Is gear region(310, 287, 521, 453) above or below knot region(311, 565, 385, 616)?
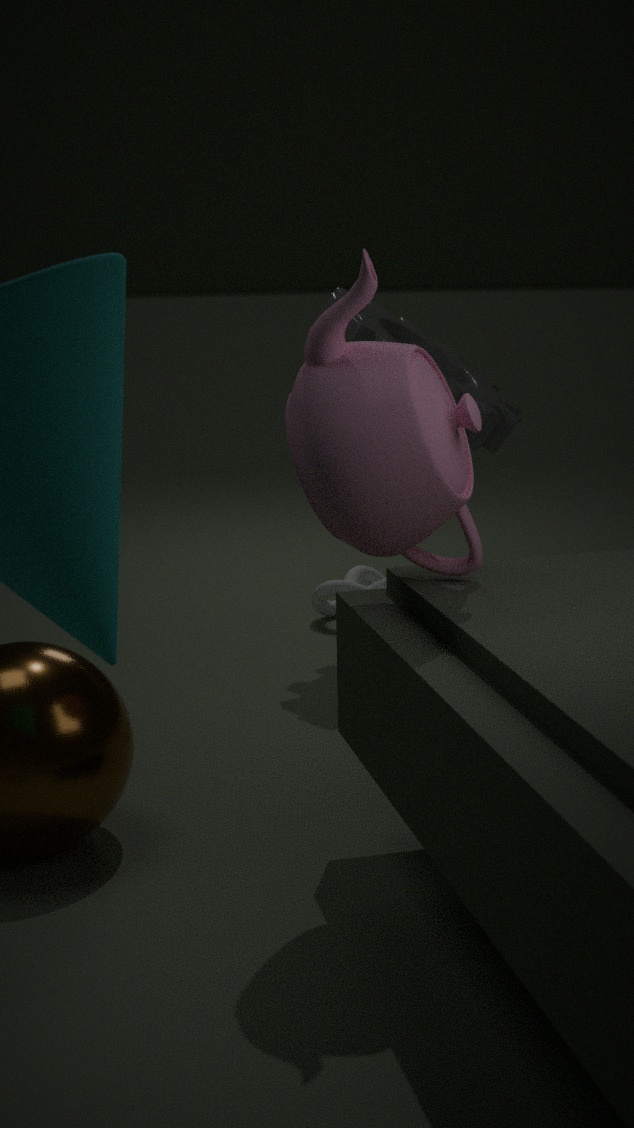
above
